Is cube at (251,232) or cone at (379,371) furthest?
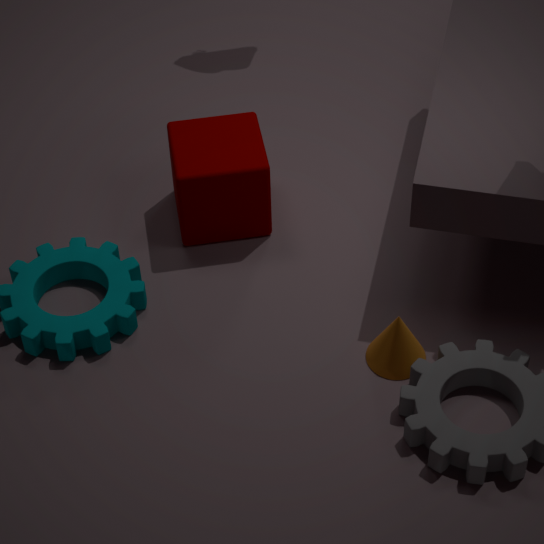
cube at (251,232)
